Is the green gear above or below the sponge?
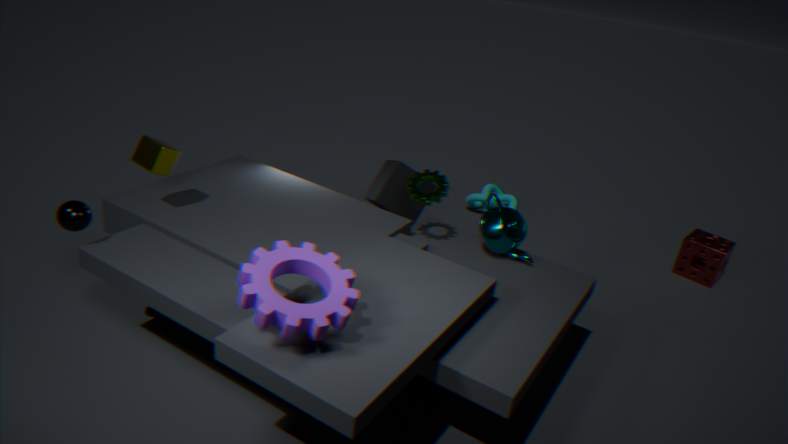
above
